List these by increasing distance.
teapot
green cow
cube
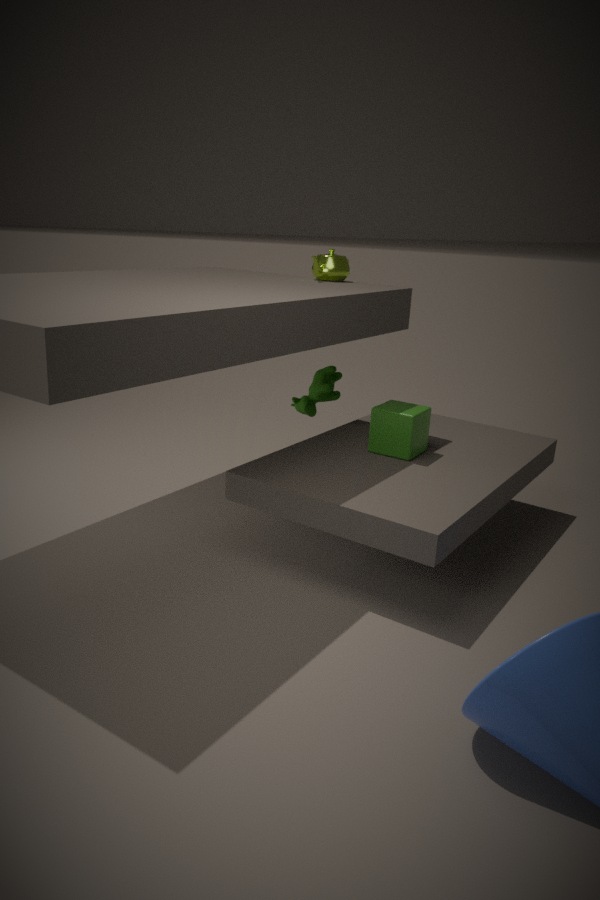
cube
teapot
green cow
